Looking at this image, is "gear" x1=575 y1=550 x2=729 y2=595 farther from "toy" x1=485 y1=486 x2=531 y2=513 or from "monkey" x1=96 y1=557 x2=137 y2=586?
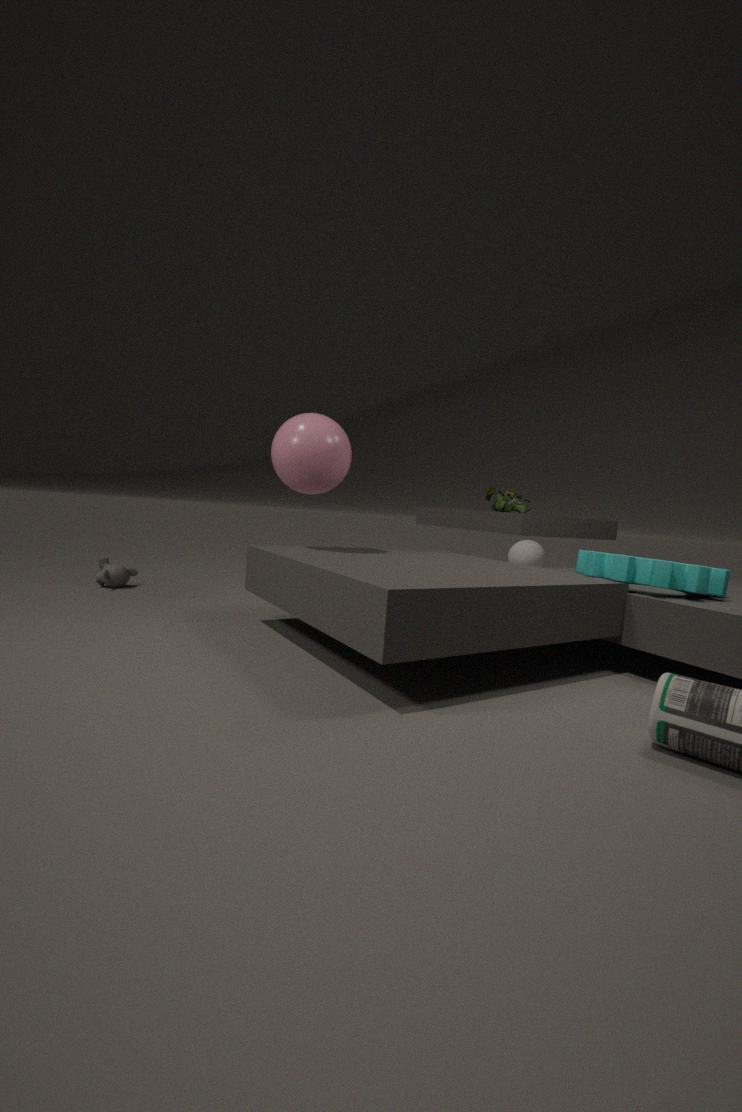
"monkey" x1=96 y1=557 x2=137 y2=586
